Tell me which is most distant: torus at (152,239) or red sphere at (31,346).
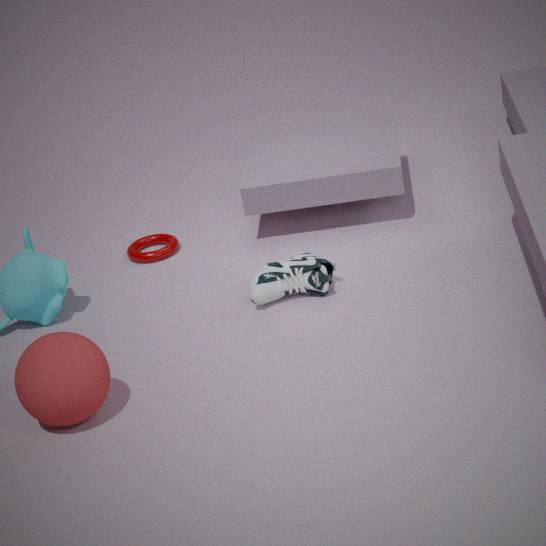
torus at (152,239)
